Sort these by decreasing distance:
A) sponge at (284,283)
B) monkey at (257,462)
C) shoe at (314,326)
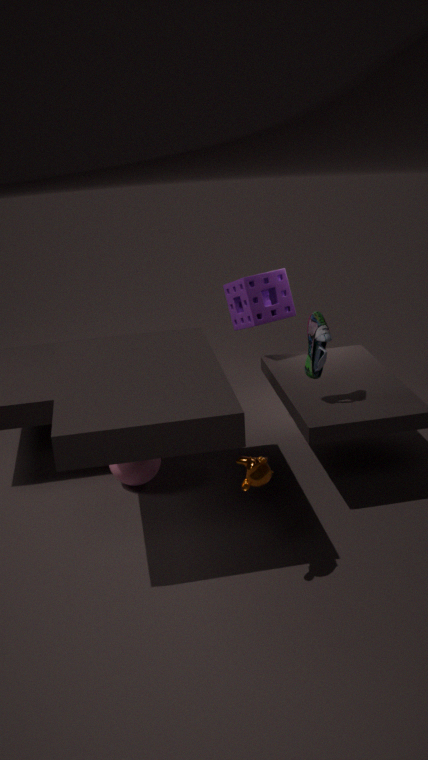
sponge at (284,283), shoe at (314,326), monkey at (257,462)
